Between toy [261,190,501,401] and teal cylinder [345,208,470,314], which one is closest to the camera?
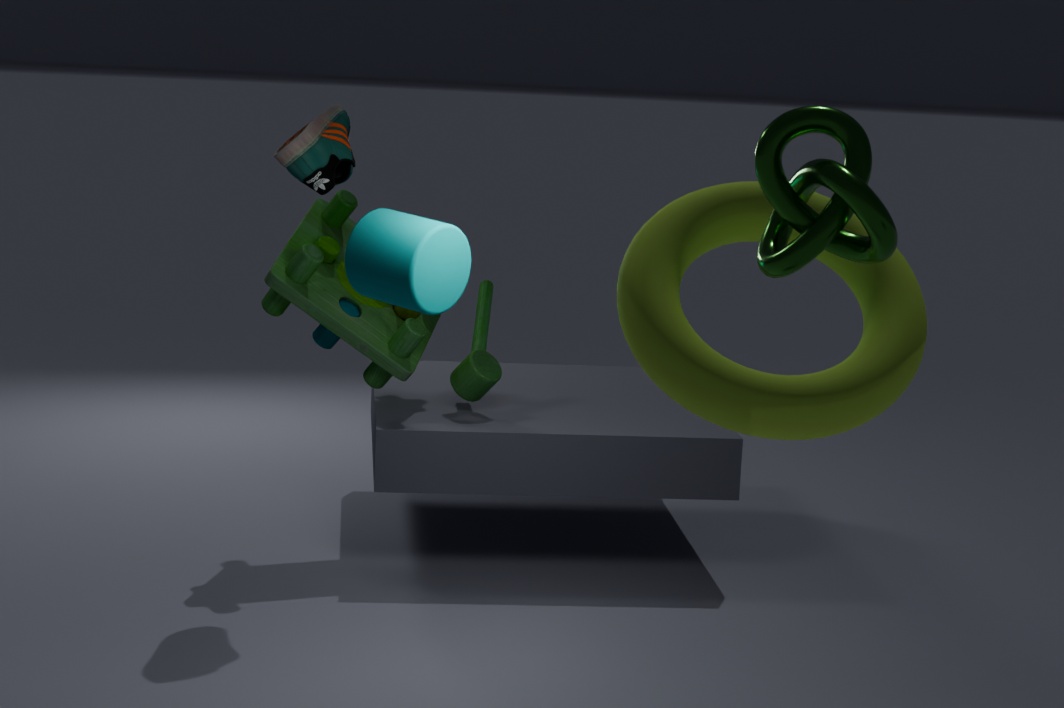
teal cylinder [345,208,470,314]
